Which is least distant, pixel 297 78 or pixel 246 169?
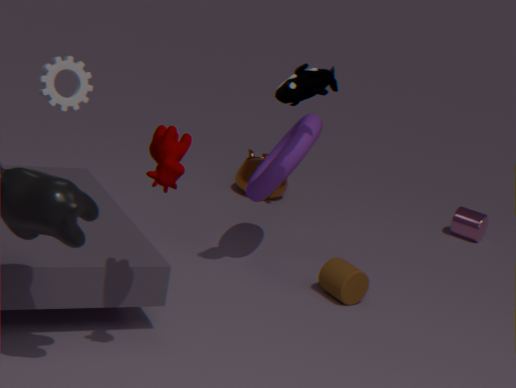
pixel 297 78
